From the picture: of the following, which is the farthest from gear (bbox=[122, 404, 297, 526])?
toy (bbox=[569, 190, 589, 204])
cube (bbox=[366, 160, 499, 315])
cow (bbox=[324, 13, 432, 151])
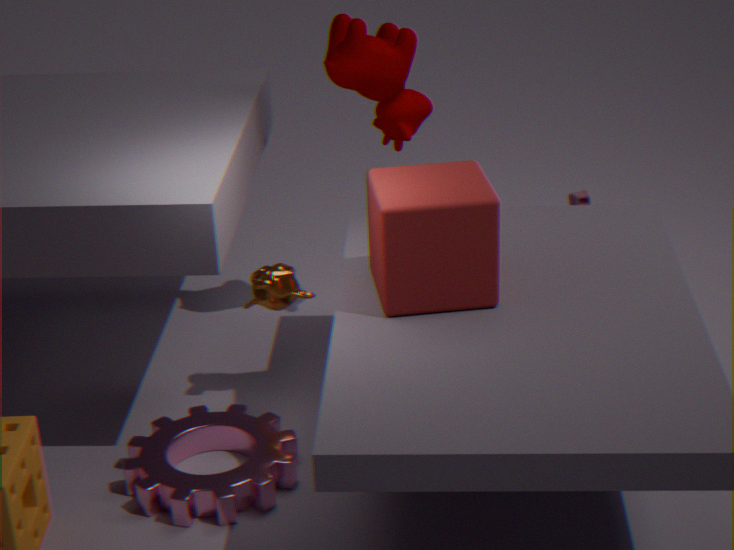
toy (bbox=[569, 190, 589, 204])
